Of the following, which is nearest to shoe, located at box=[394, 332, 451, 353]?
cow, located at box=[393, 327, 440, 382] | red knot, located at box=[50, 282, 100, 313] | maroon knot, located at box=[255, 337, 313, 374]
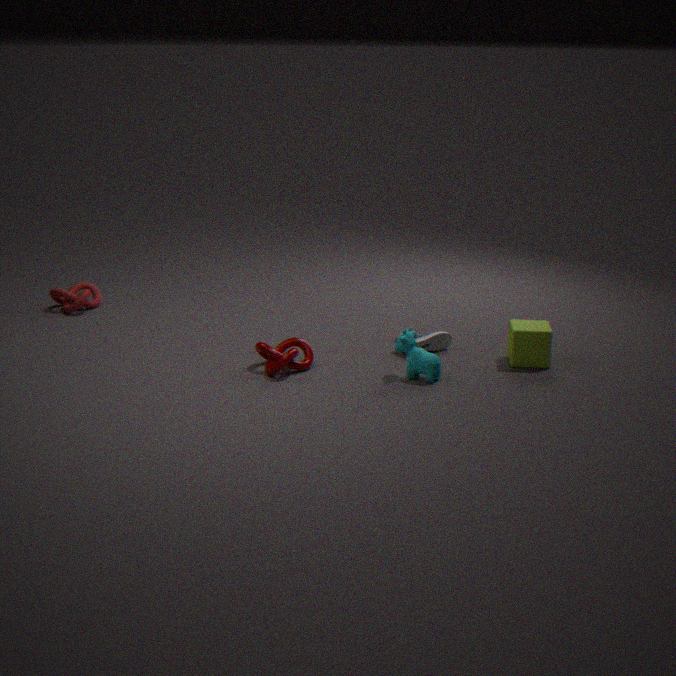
cow, located at box=[393, 327, 440, 382]
